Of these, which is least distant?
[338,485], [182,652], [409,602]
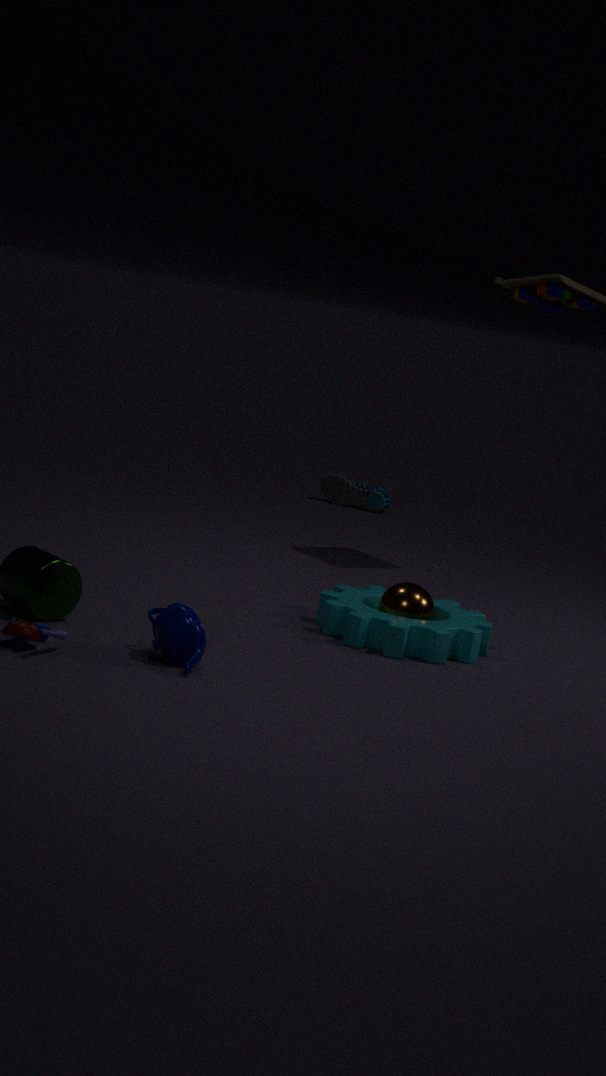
[182,652]
